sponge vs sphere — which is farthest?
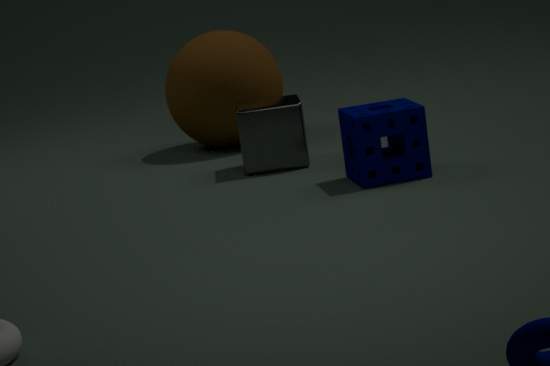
sphere
